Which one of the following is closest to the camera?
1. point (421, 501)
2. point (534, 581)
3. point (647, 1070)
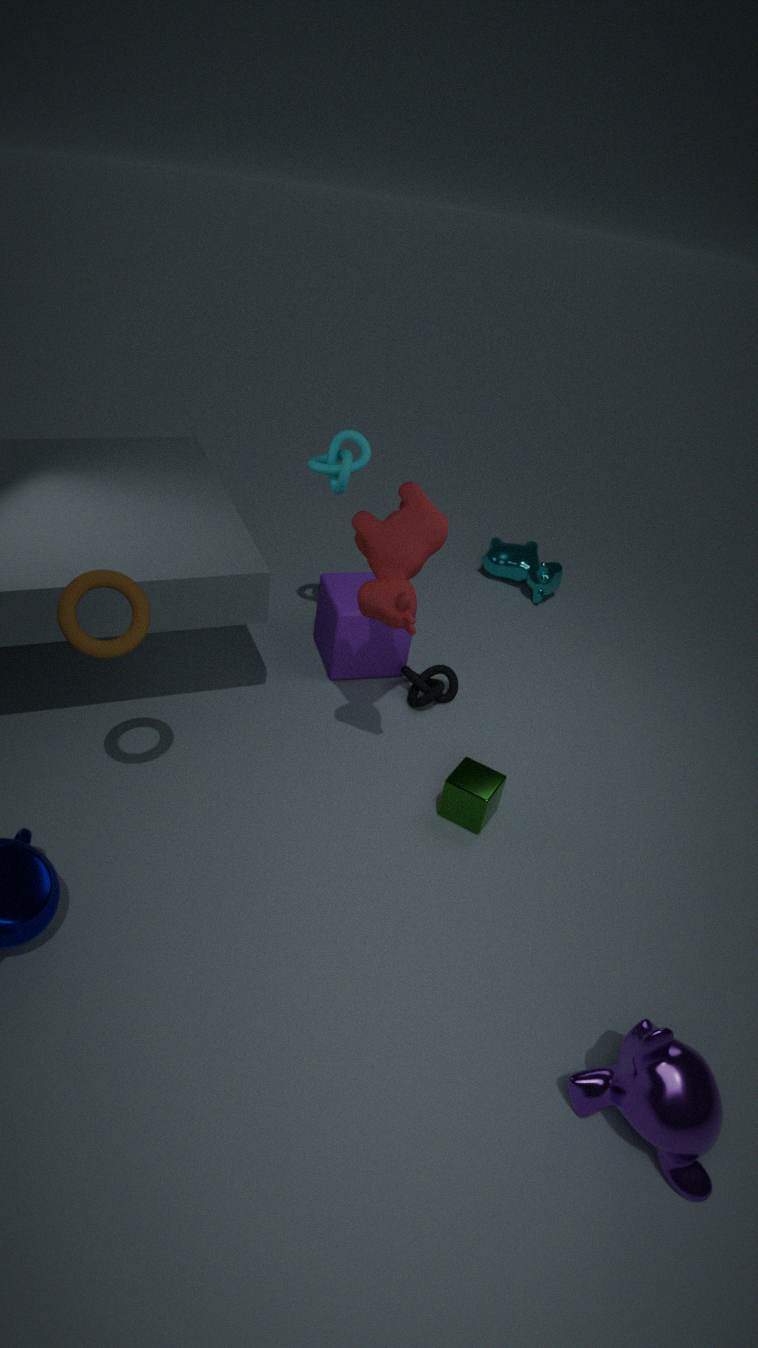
point (647, 1070)
